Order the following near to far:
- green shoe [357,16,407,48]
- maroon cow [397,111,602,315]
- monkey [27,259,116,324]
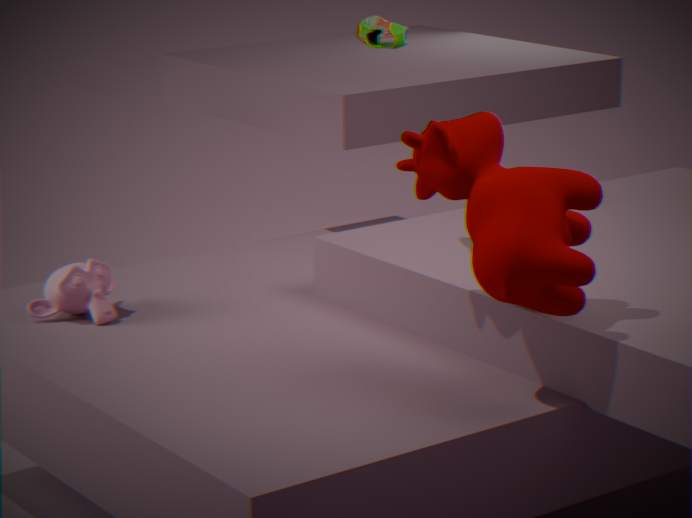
maroon cow [397,111,602,315] → green shoe [357,16,407,48] → monkey [27,259,116,324]
